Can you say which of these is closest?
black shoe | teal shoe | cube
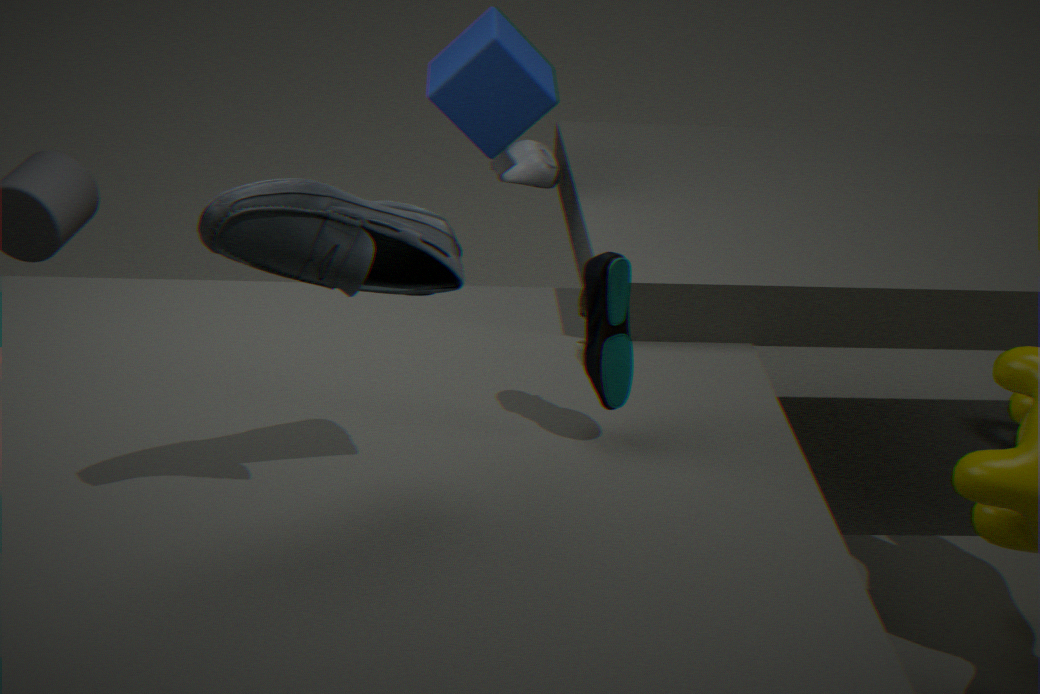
black shoe
